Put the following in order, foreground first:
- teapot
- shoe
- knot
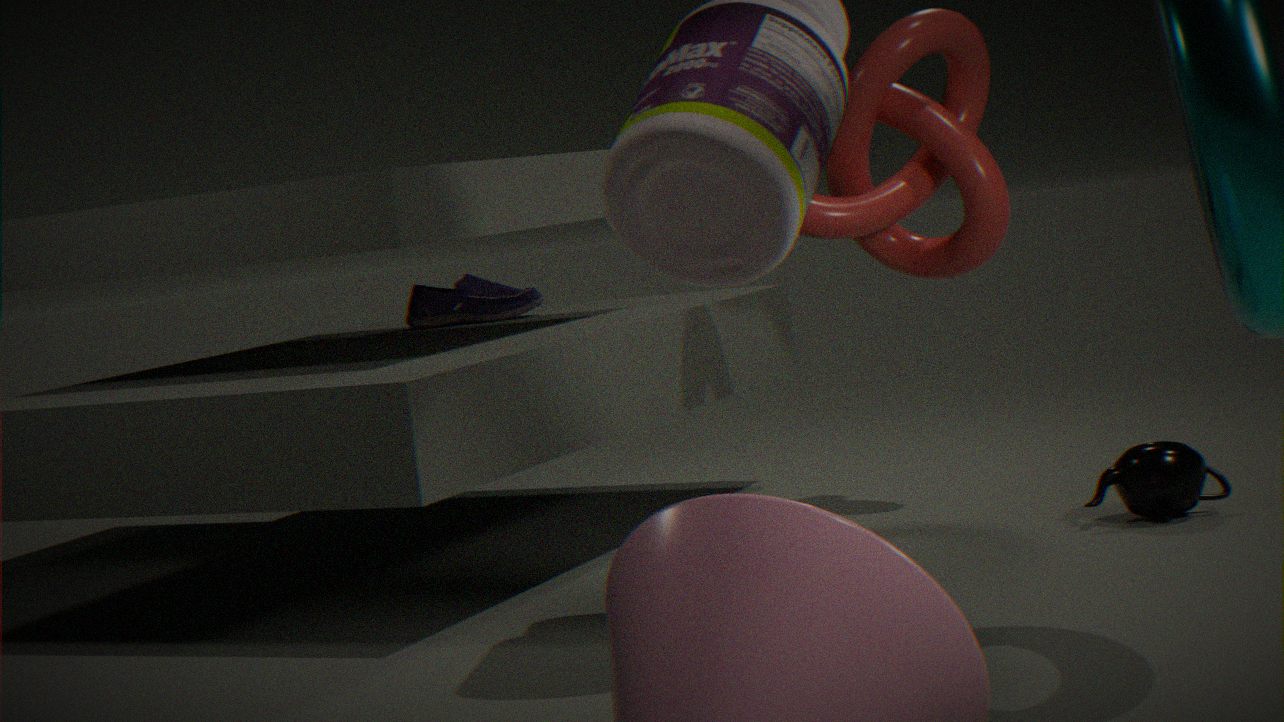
teapot
knot
shoe
